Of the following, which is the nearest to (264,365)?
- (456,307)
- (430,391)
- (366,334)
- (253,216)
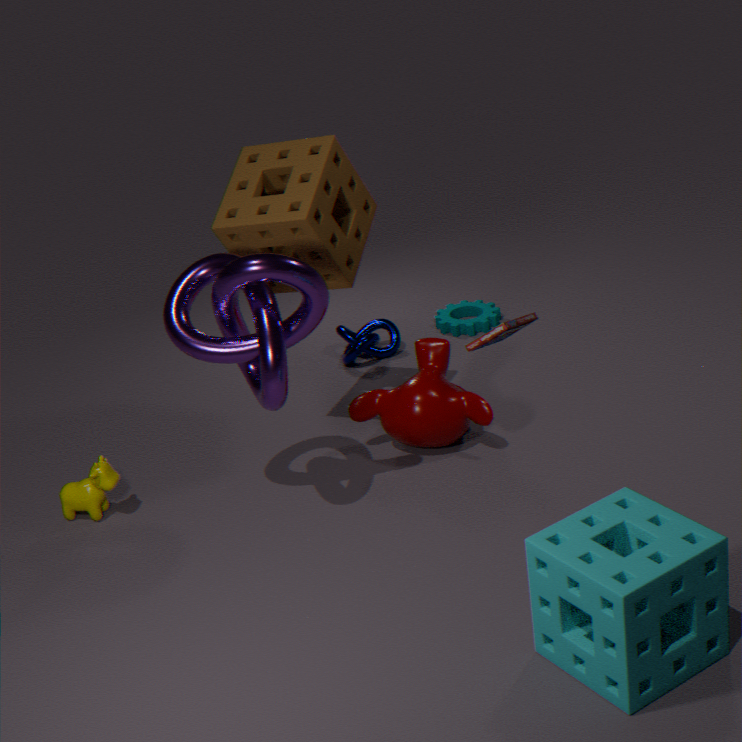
(253,216)
